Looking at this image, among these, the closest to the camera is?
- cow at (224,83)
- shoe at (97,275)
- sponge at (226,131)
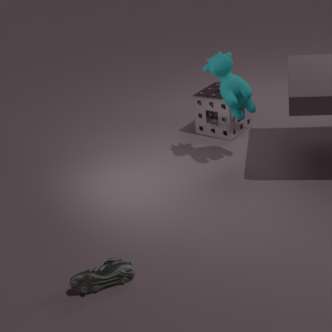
shoe at (97,275)
